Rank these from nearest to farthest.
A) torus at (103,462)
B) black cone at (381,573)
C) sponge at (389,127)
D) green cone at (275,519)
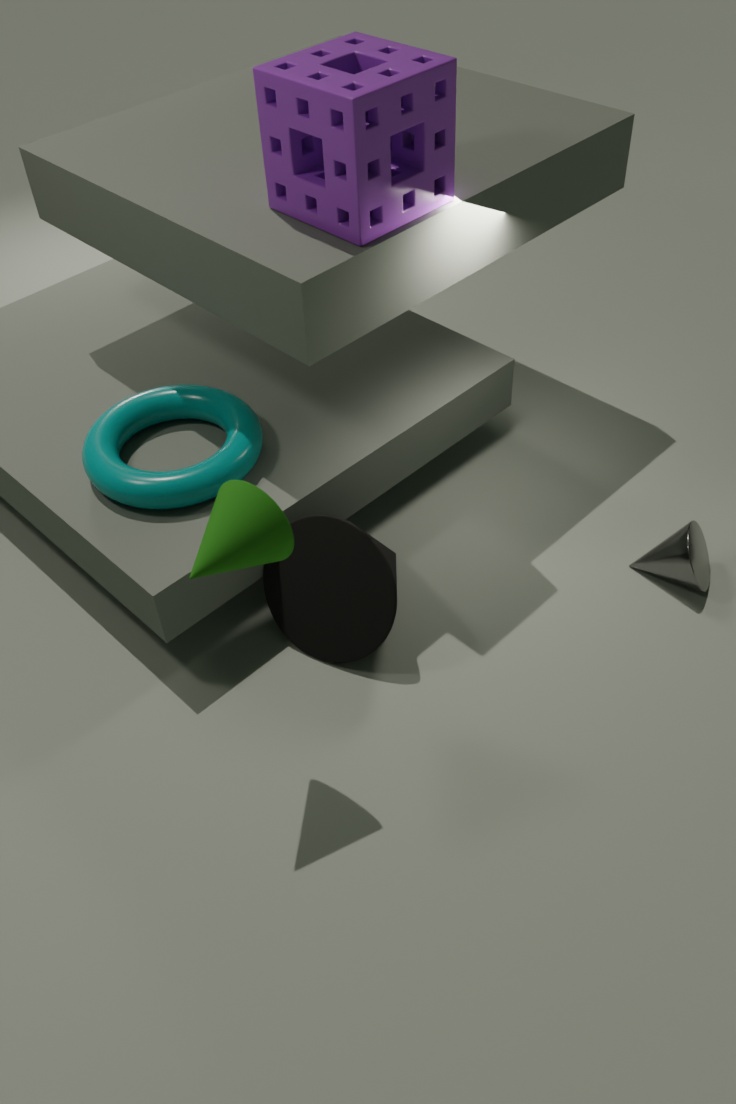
D. green cone at (275,519), C. sponge at (389,127), B. black cone at (381,573), A. torus at (103,462)
